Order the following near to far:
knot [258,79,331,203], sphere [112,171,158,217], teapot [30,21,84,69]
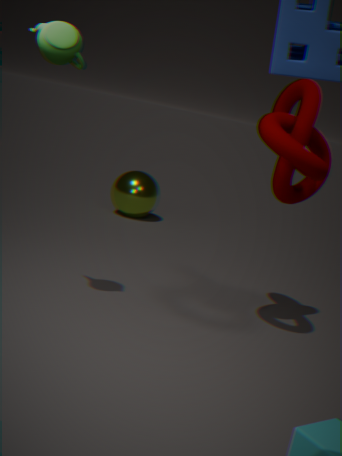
teapot [30,21,84,69]
knot [258,79,331,203]
sphere [112,171,158,217]
